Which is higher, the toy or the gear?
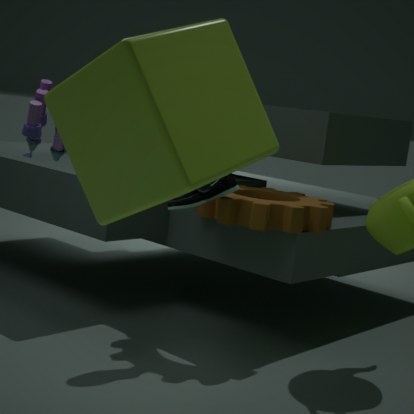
the toy
